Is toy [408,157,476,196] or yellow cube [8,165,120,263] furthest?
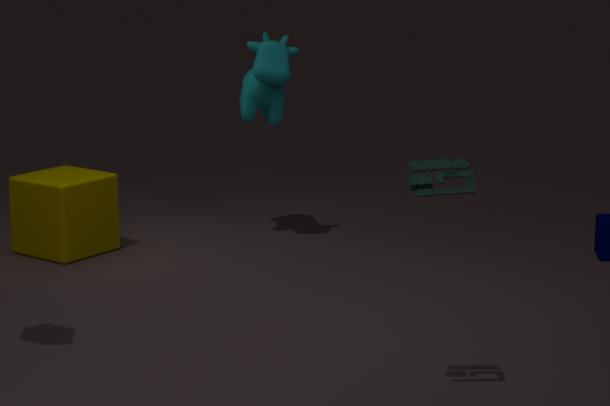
yellow cube [8,165,120,263]
